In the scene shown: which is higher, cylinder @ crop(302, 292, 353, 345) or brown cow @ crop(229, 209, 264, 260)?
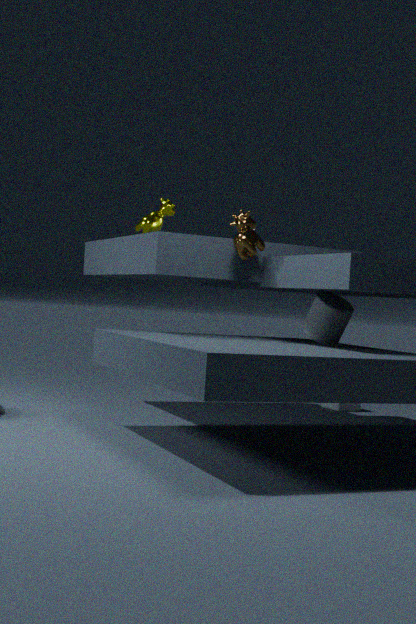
brown cow @ crop(229, 209, 264, 260)
